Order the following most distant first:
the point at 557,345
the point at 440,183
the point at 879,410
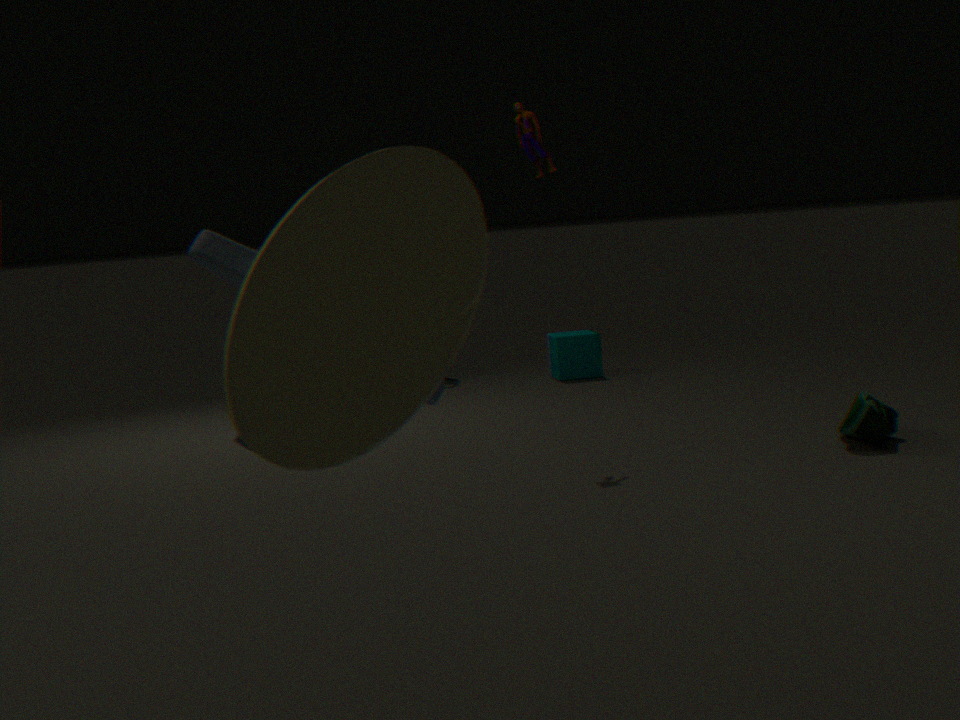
the point at 557,345, the point at 879,410, the point at 440,183
